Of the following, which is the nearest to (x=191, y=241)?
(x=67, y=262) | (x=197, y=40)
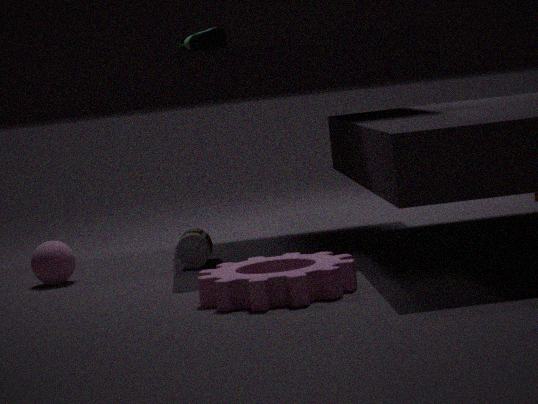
(x=67, y=262)
